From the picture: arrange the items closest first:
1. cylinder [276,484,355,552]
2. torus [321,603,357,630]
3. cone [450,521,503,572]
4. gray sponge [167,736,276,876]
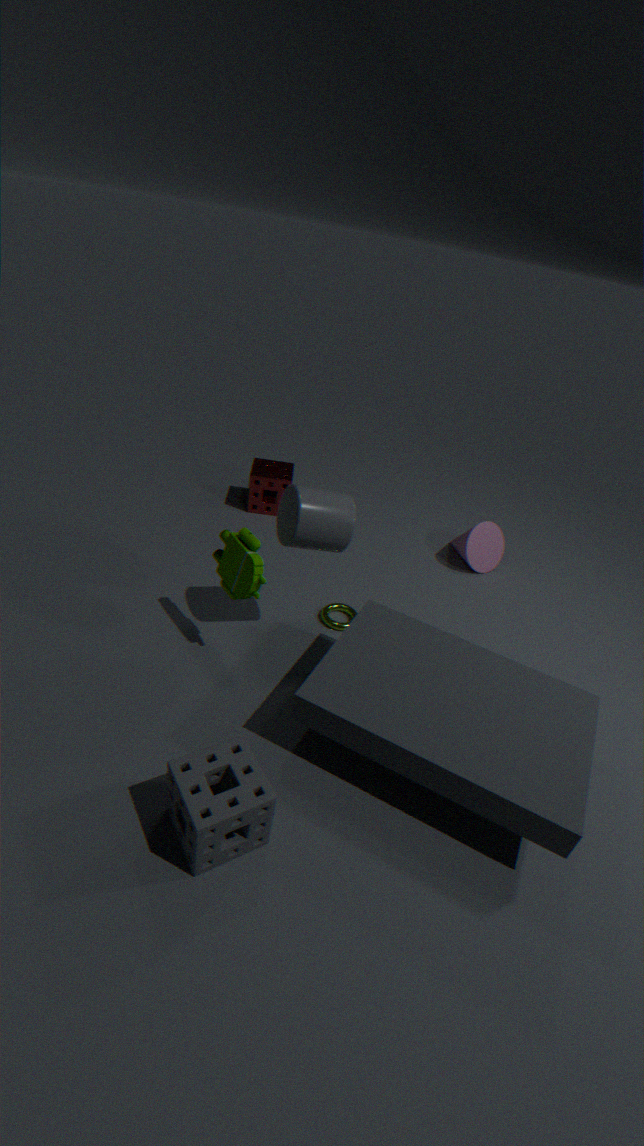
gray sponge [167,736,276,876] → cylinder [276,484,355,552] → torus [321,603,357,630] → cone [450,521,503,572]
